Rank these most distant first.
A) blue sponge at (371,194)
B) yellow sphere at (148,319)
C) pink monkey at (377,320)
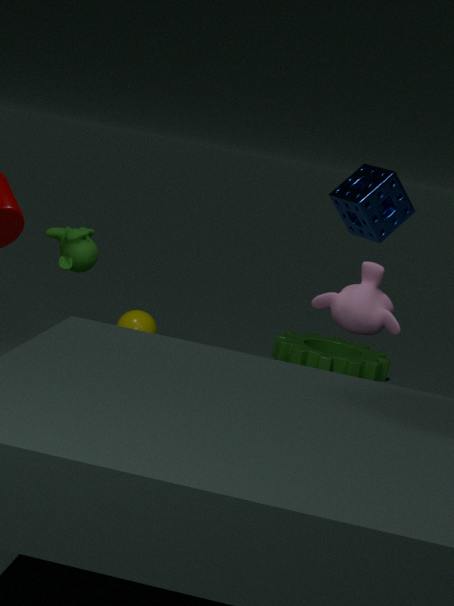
yellow sphere at (148,319)
blue sponge at (371,194)
pink monkey at (377,320)
